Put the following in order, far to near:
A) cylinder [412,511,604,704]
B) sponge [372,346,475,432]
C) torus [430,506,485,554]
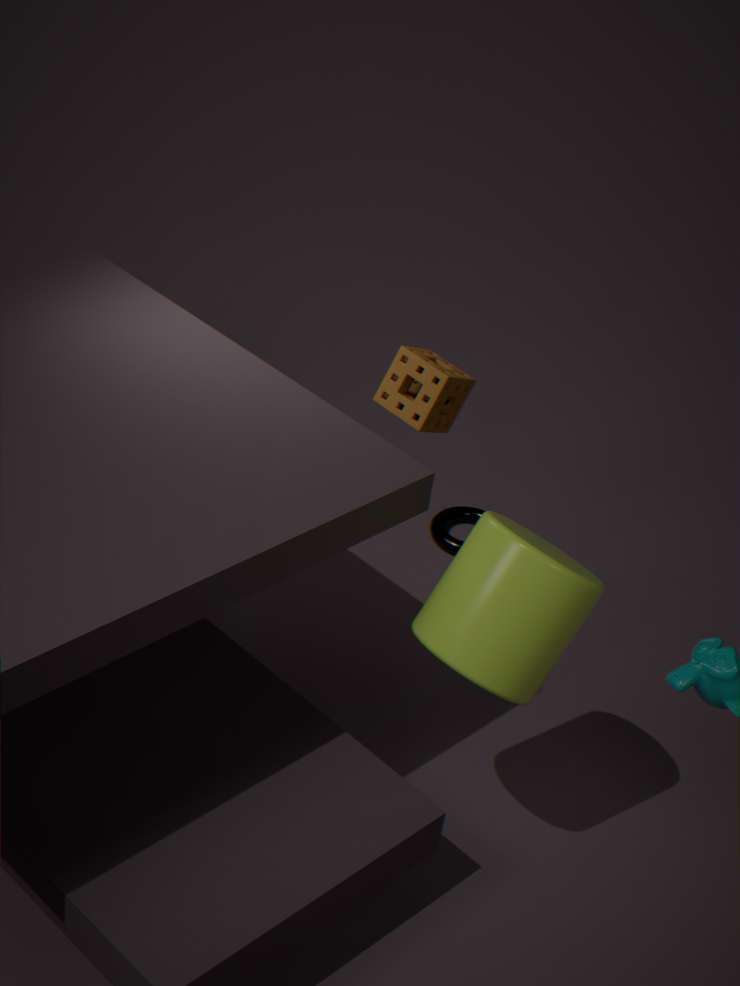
torus [430,506,485,554], sponge [372,346,475,432], cylinder [412,511,604,704]
